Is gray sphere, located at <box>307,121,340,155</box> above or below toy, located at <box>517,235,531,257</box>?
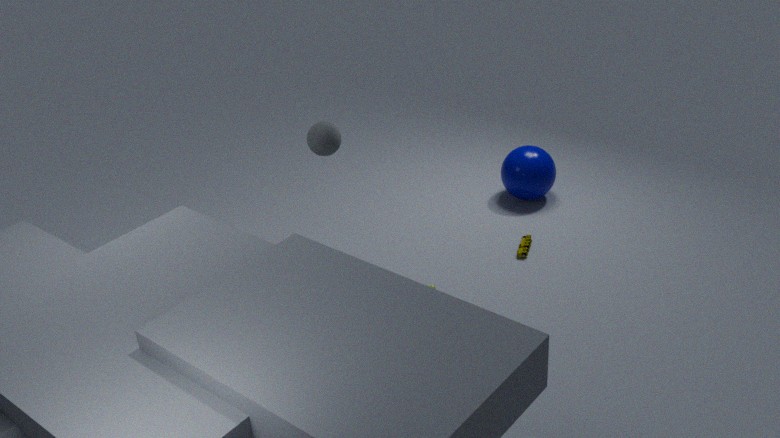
above
